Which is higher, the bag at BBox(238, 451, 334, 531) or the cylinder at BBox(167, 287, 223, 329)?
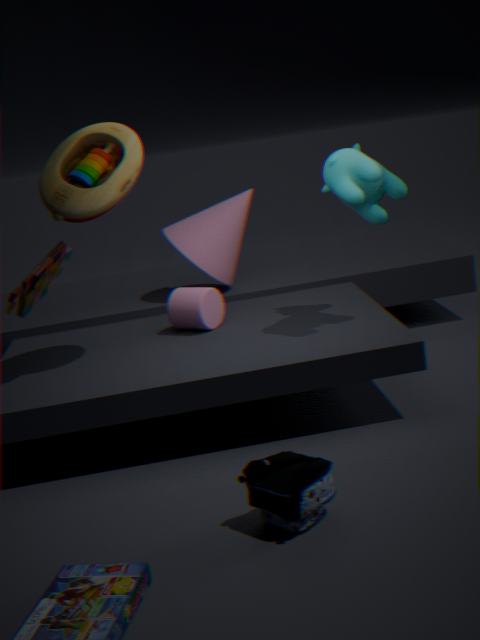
the cylinder at BBox(167, 287, 223, 329)
